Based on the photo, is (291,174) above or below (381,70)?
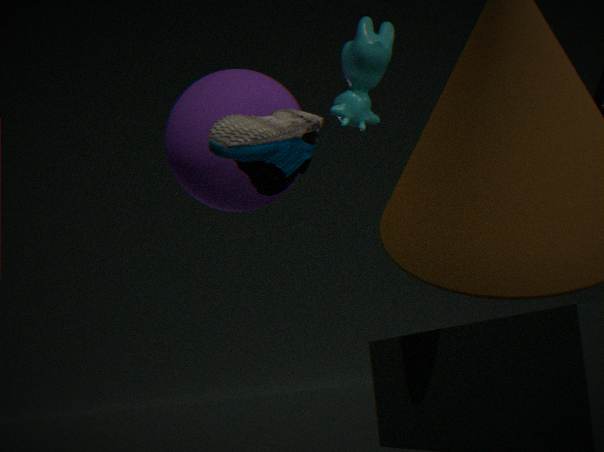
below
